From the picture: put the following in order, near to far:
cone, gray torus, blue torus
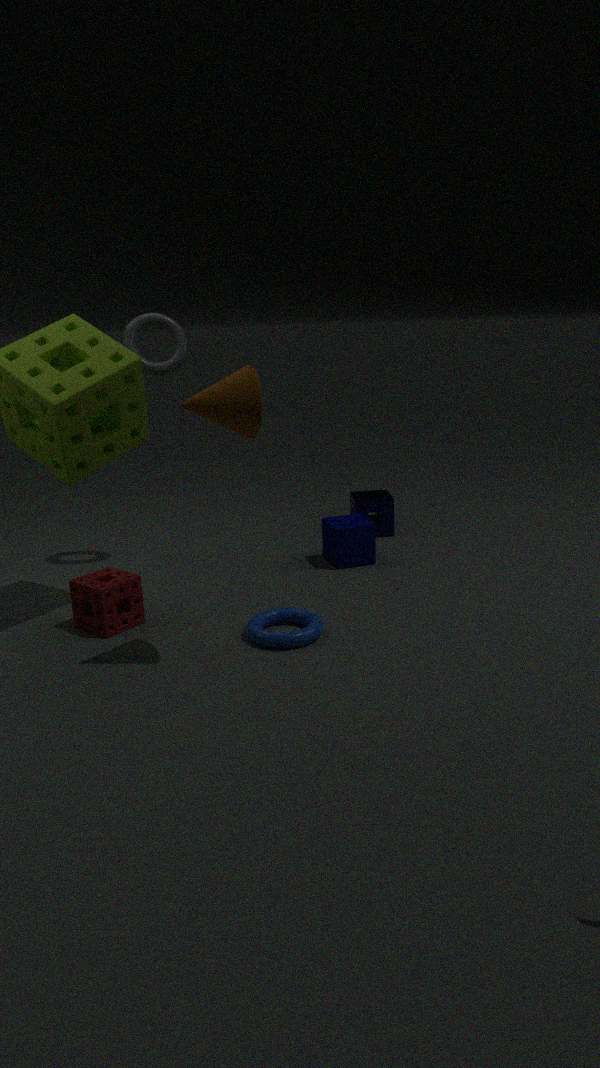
cone, blue torus, gray torus
